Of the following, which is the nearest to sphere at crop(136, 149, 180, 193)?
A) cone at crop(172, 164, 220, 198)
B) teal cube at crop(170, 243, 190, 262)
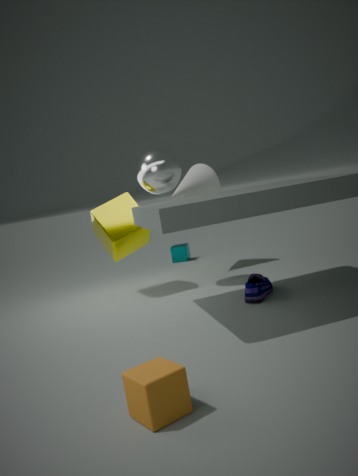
cone at crop(172, 164, 220, 198)
